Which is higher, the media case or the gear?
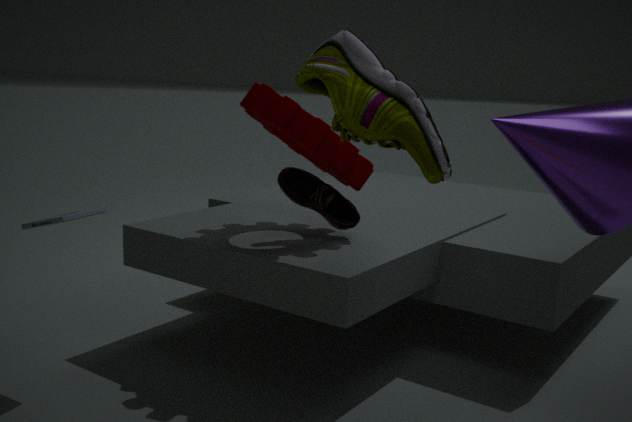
the gear
